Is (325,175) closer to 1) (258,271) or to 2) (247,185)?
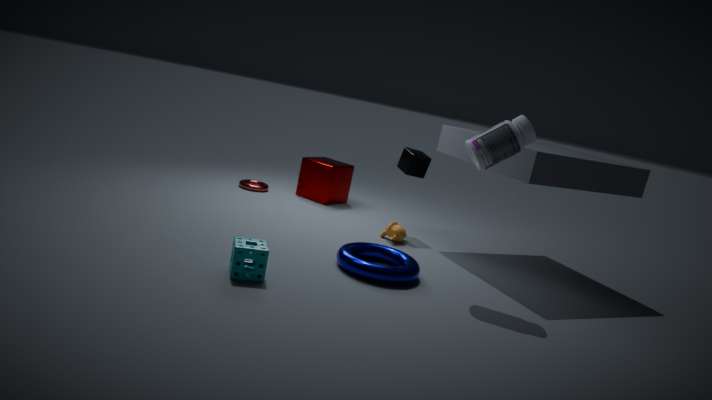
2) (247,185)
